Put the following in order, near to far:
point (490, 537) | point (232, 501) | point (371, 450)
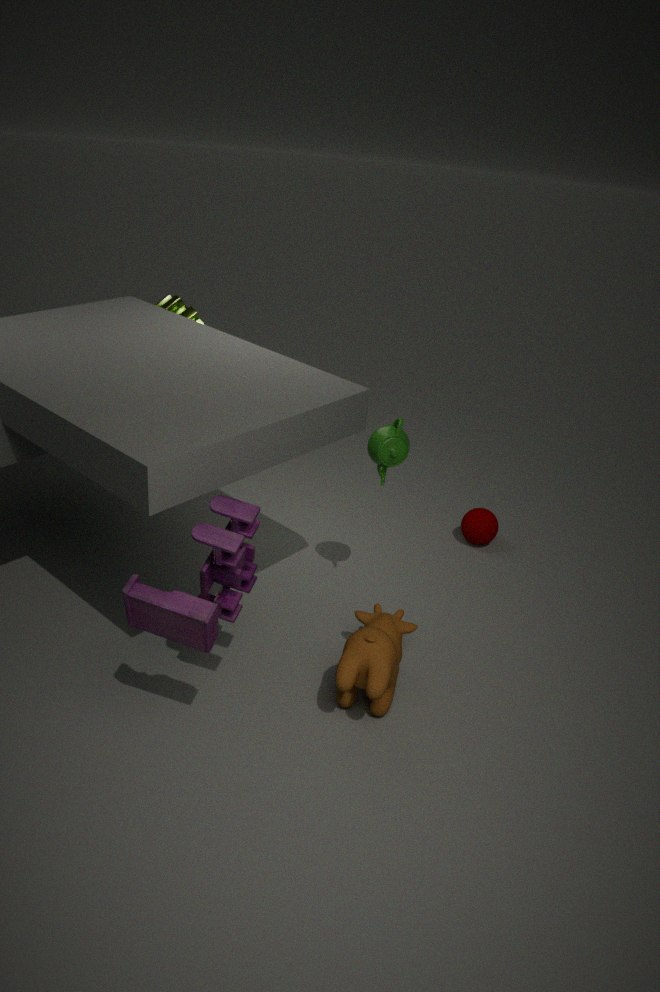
1. point (232, 501)
2. point (371, 450)
3. point (490, 537)
